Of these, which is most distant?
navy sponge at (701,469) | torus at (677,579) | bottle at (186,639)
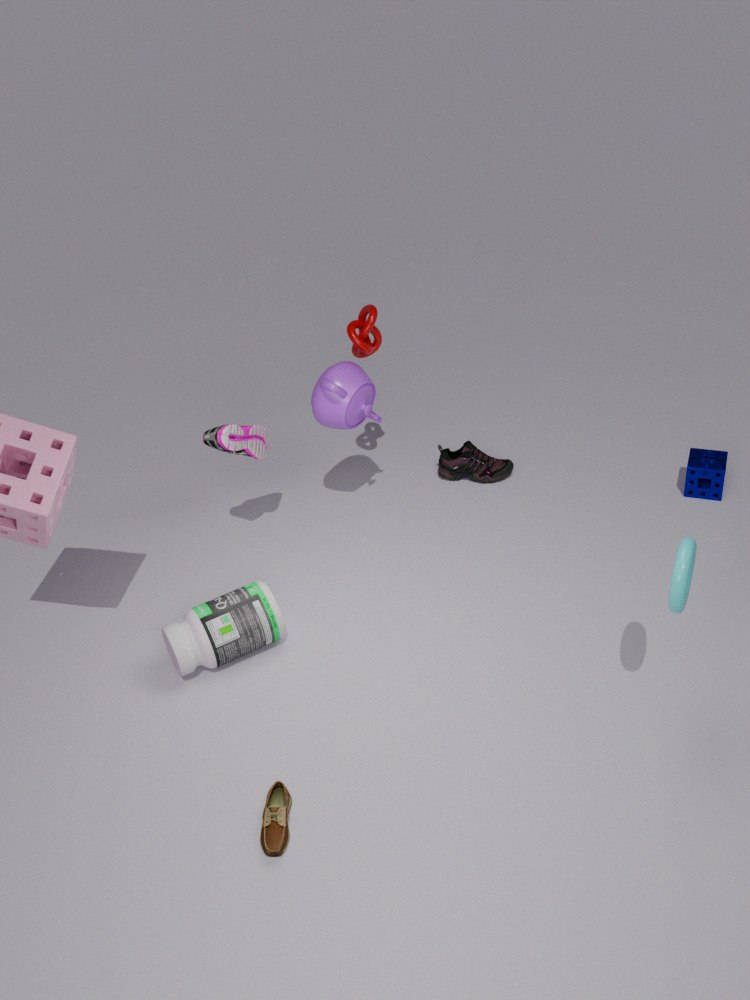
navy sponge at (701,469)
